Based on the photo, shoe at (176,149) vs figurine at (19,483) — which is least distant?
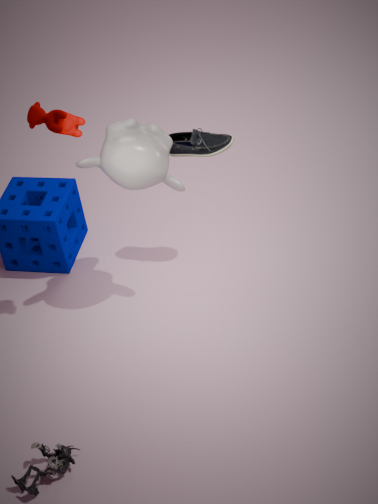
figurine at (19,483)
